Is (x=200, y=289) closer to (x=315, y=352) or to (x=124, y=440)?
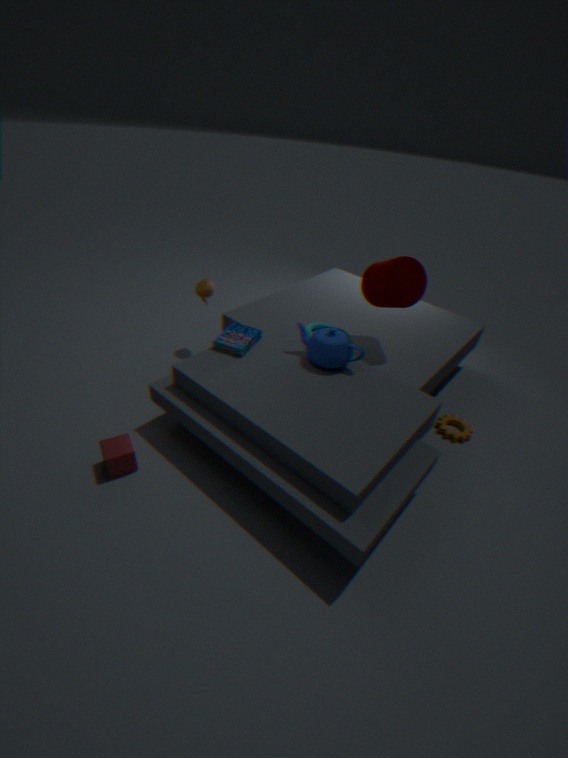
(x=315, y=352)
